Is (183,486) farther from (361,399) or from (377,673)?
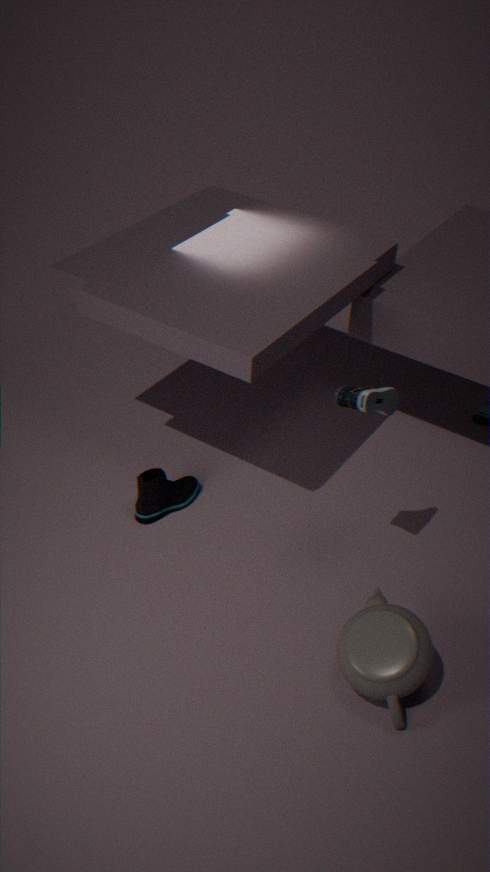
(377,673)
